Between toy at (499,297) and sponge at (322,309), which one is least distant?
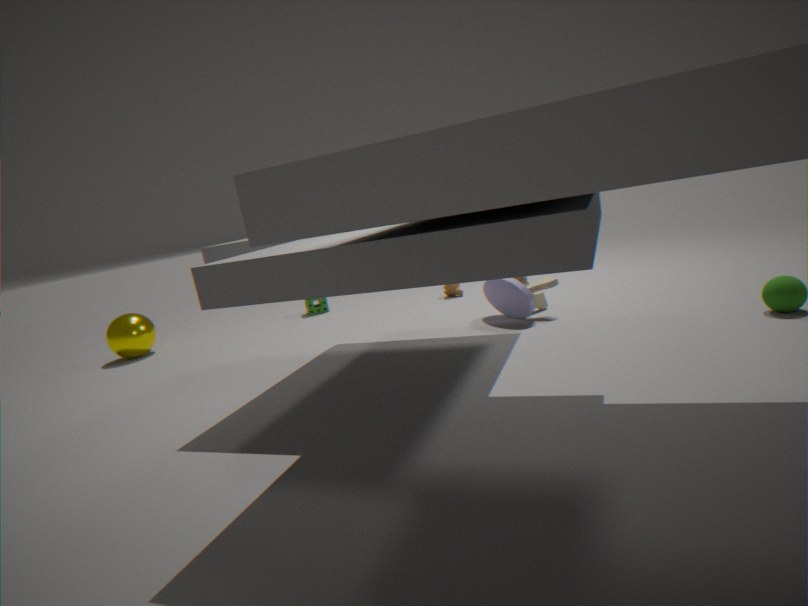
toy at (499,297)
